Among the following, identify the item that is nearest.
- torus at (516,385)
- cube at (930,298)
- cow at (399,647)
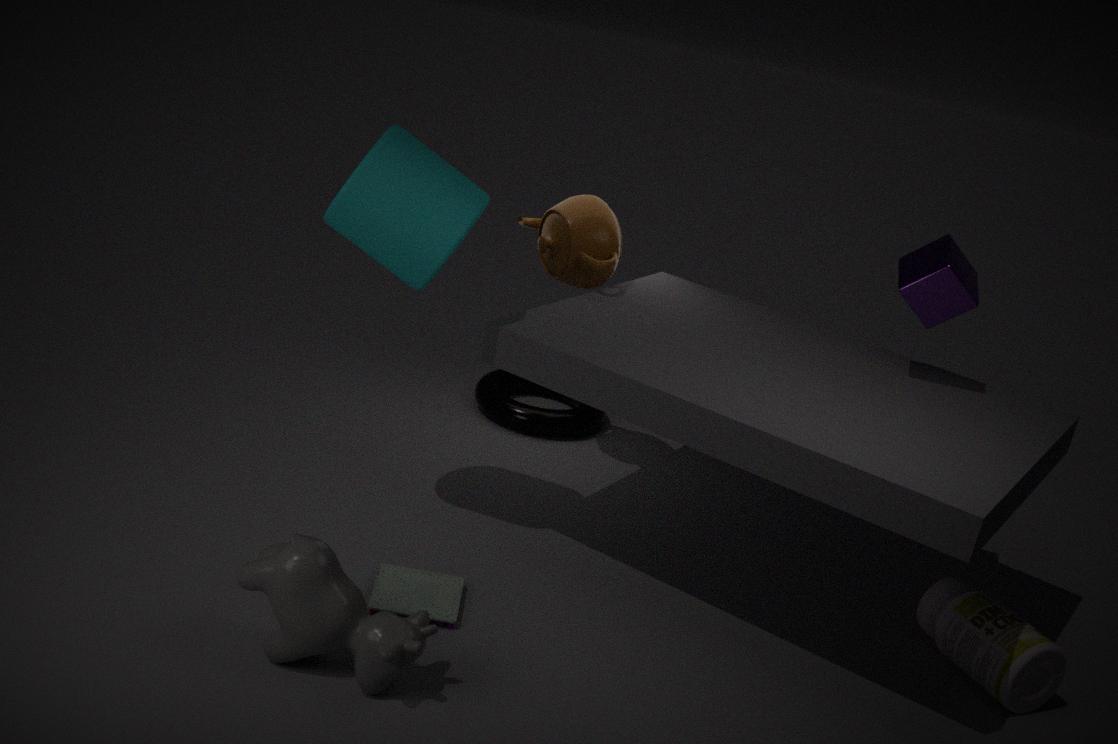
cow at (399,647)
